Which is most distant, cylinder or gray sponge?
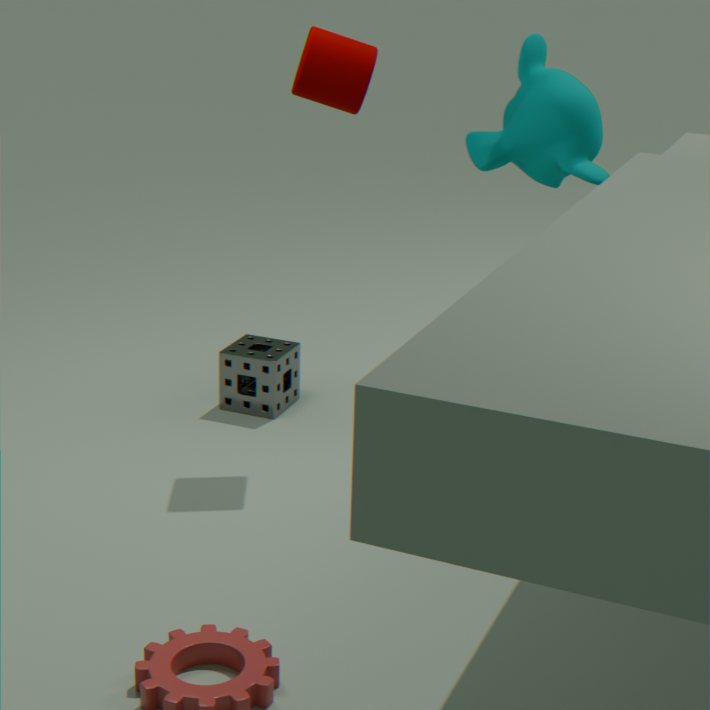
gray sponge
